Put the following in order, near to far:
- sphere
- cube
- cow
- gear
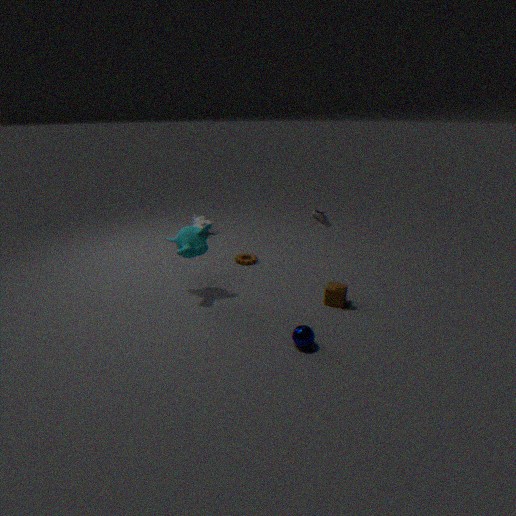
sphere → cube → gear → cow
